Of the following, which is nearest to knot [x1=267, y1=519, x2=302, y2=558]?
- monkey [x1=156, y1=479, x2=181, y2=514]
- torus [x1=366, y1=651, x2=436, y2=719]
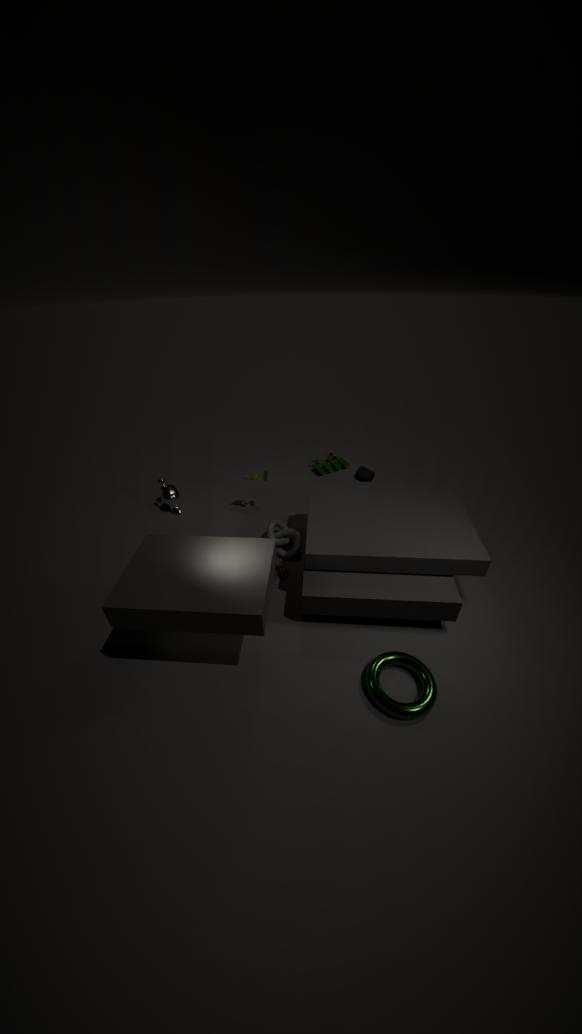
monkey [x1=156, y1=479, x2=181, y2=514]
